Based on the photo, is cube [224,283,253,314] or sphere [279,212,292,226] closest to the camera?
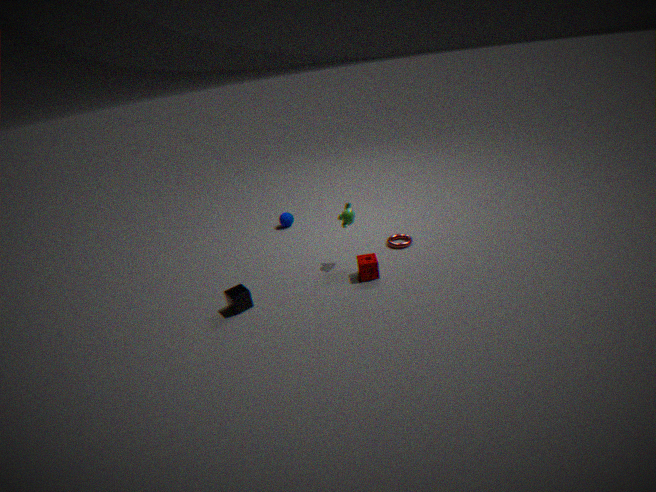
cube [224,283,253,314]
